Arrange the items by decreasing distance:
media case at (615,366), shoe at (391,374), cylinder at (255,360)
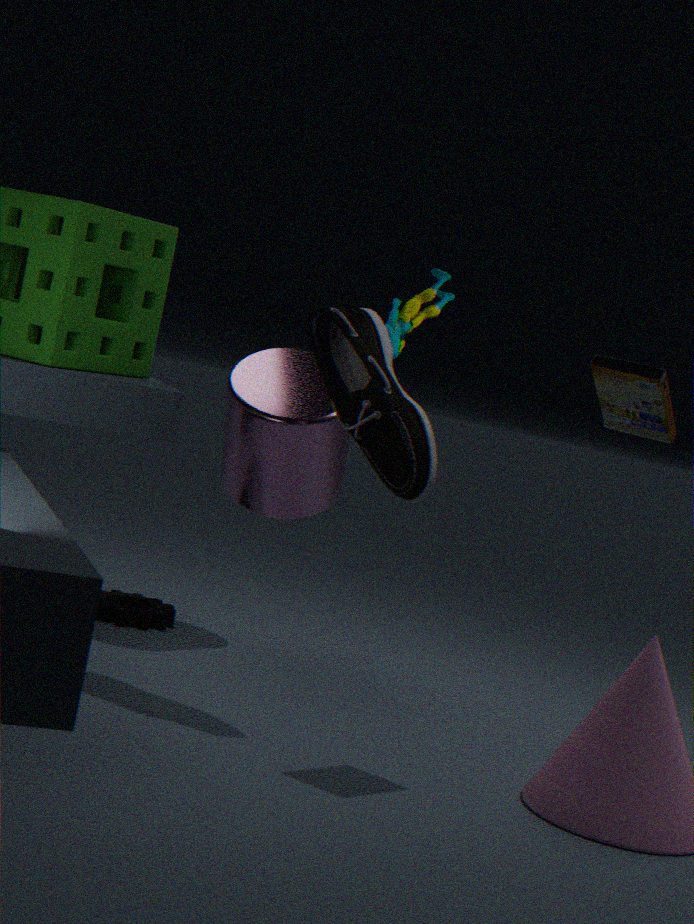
1. cylinder at (255,360)
2. shoe at (391,374)
3. media case at (615,366)
